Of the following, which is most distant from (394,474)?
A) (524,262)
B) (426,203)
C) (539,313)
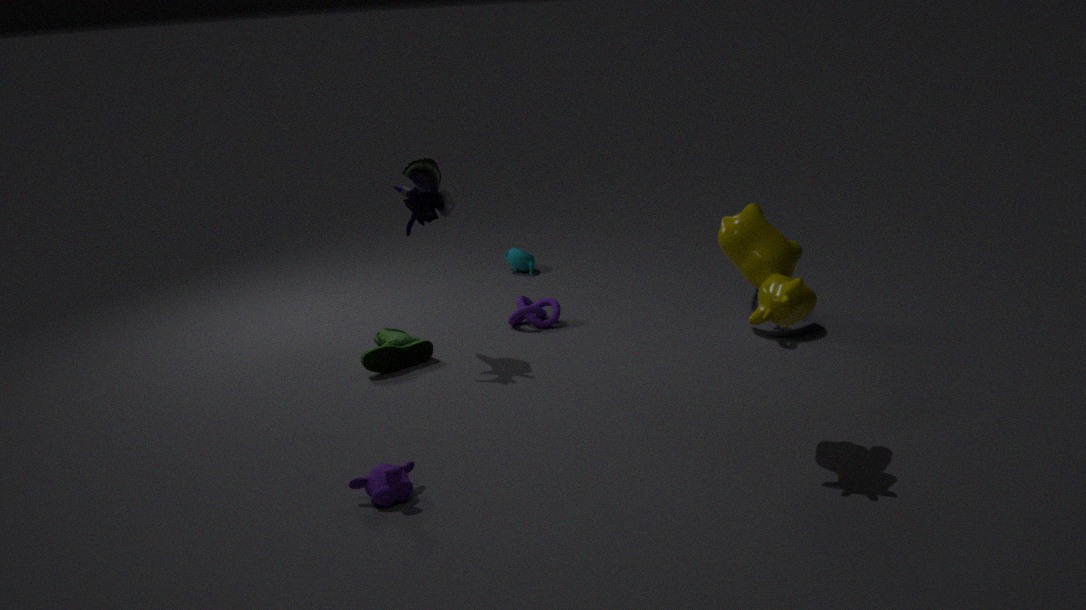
(524,262)
